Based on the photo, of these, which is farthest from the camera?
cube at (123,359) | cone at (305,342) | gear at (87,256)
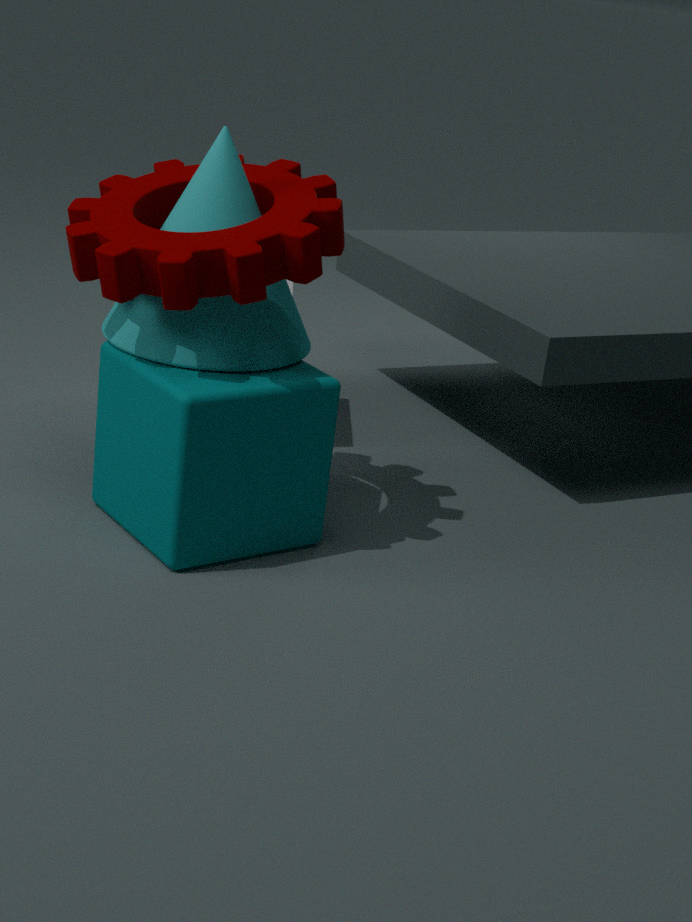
cone at (305,342)
